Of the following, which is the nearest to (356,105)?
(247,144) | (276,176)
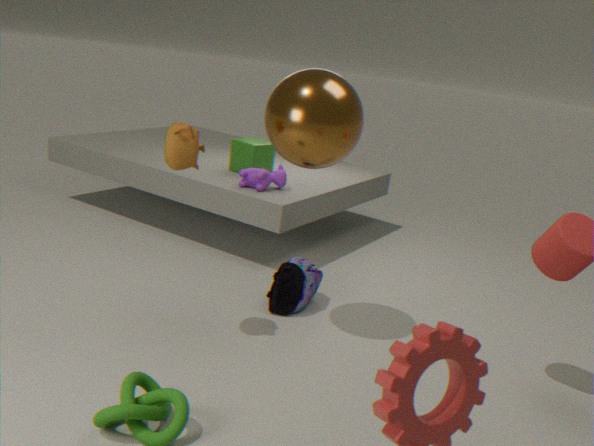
(276,176)
